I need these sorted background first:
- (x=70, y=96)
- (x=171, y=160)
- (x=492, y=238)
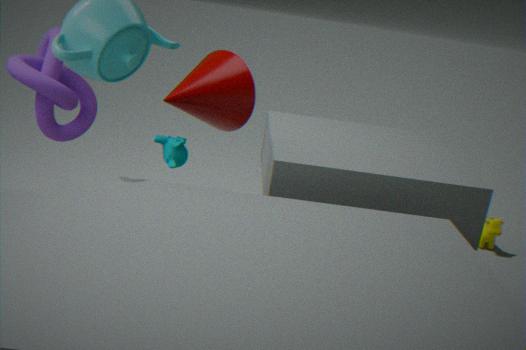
(x=492, y=238), (x=171, y=160), (x=70, y=96)
